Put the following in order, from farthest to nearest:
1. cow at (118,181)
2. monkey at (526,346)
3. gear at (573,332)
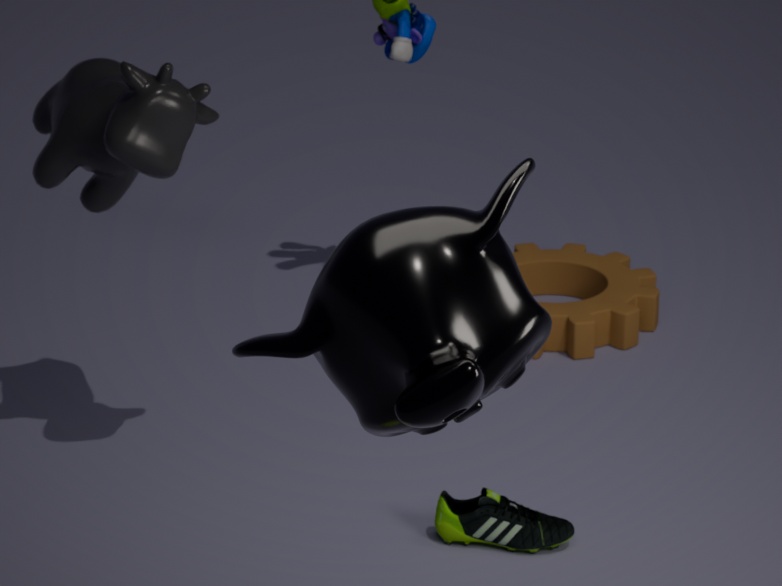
gear at (573,332) < cow at (118,181) < monkey at (526,346)
